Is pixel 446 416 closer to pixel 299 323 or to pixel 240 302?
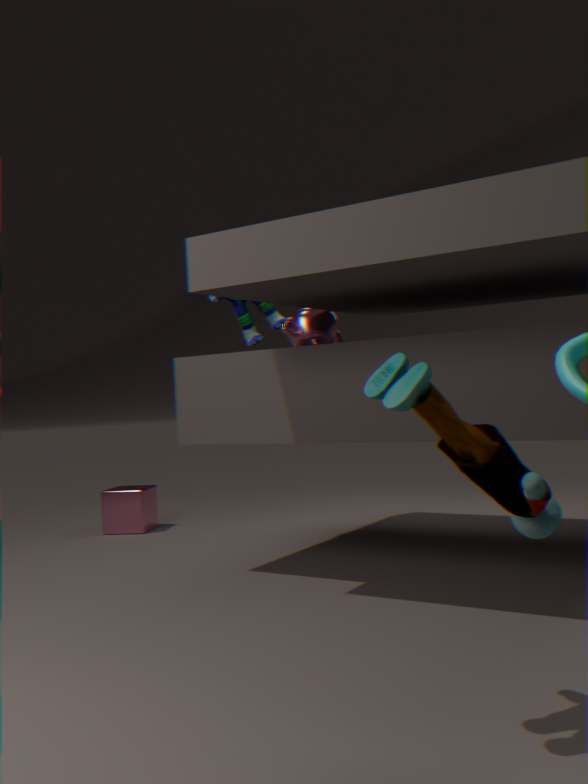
pixel 299 323
